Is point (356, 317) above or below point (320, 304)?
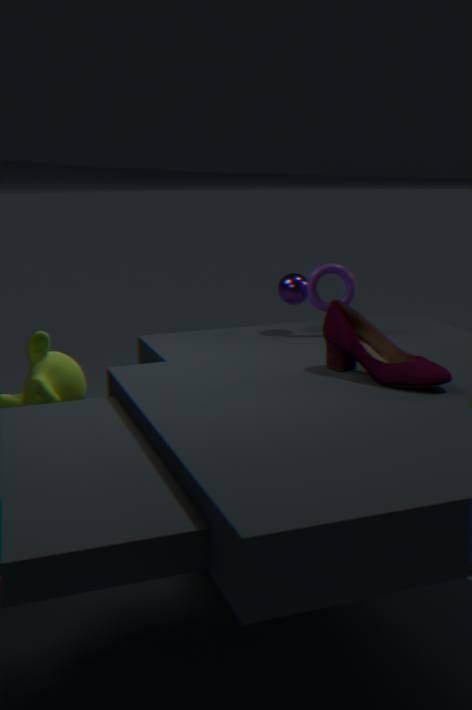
below
